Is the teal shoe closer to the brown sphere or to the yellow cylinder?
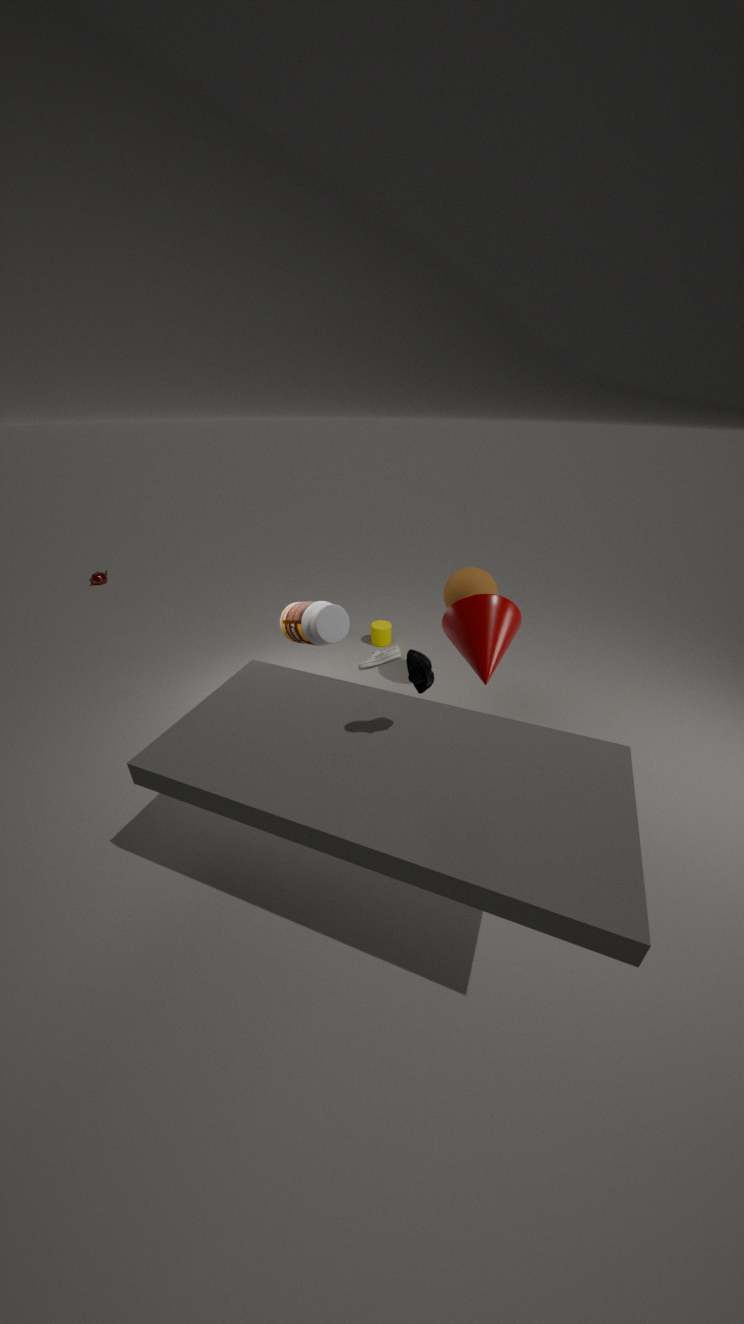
the brown sphere
